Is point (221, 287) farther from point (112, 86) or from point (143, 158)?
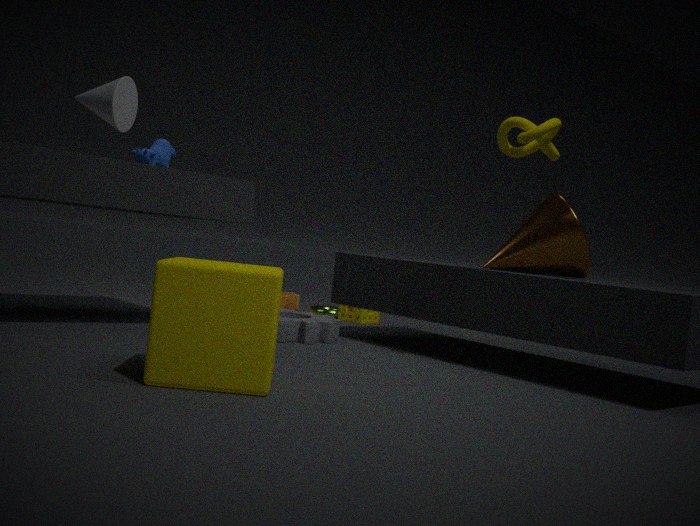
point (143, 158)
